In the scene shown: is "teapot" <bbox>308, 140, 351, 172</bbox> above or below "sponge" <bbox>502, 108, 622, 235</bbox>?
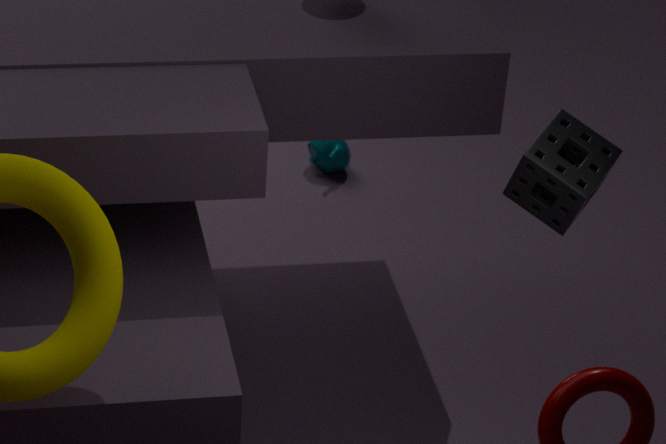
below
